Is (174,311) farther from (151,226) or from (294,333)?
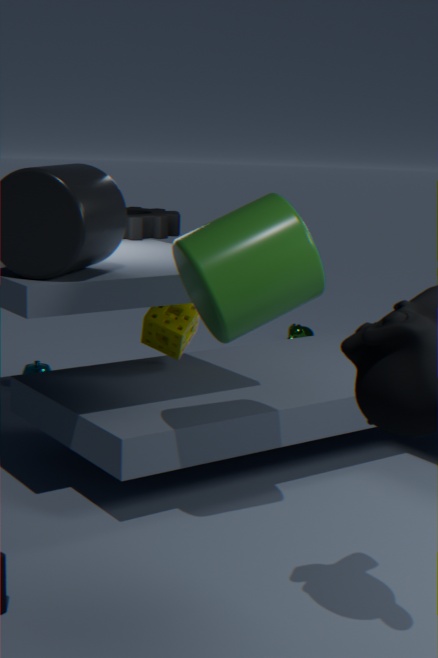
(294,333)
